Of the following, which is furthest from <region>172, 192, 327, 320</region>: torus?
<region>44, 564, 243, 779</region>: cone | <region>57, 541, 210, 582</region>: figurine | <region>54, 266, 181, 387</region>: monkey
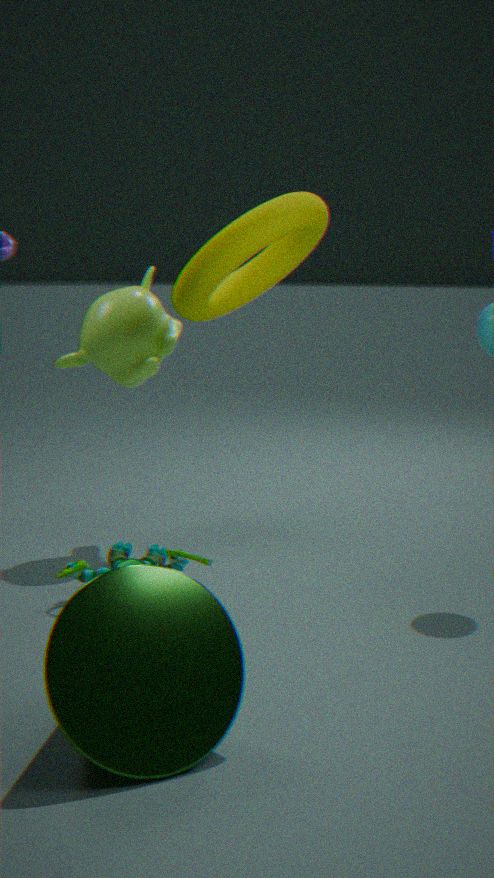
<region>44, 564, 243, 779</region>: cone
